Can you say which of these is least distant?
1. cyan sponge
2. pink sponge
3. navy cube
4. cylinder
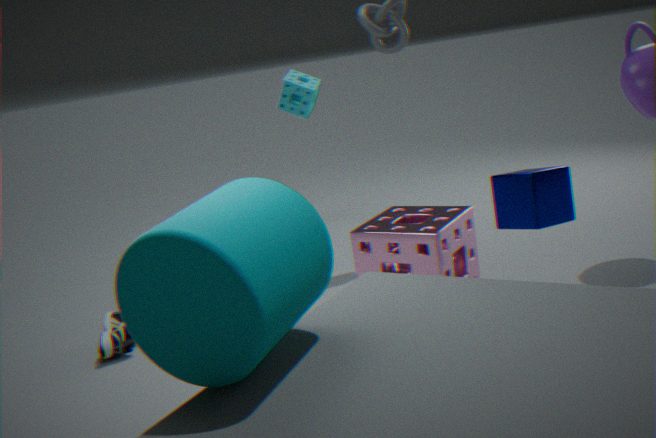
cylinder
